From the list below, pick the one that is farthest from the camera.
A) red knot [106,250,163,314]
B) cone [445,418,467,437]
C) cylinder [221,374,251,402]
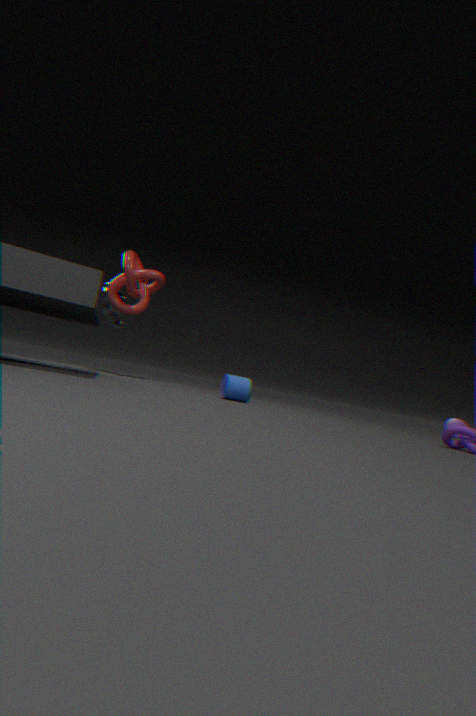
cone [445,418,467,437]
